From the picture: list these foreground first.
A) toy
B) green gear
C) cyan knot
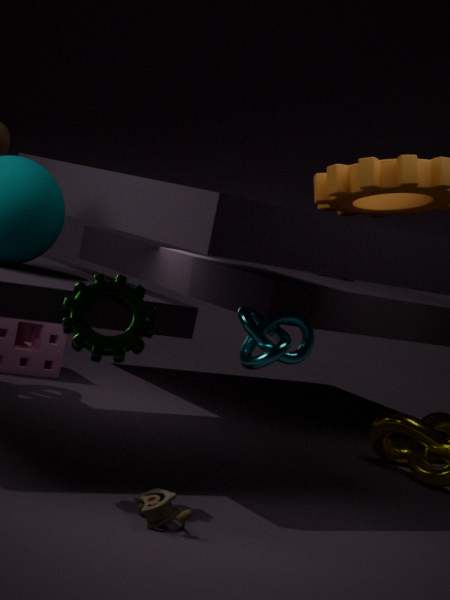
1. toy
2. green gear
3. cyan knot
